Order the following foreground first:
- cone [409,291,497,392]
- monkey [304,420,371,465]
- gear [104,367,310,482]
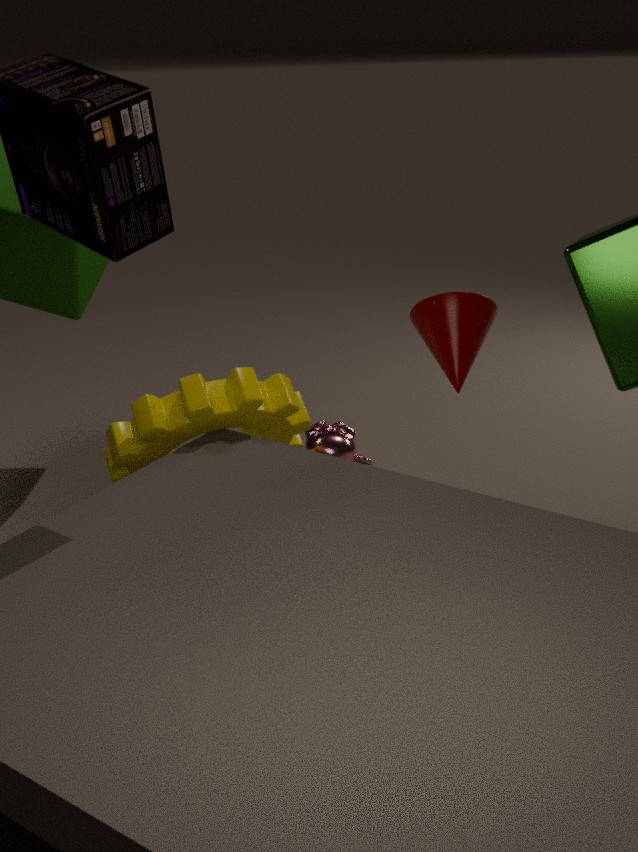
cone [409,291,497,392], gear [104,367,310,482], monkey [304,420,371,465]
